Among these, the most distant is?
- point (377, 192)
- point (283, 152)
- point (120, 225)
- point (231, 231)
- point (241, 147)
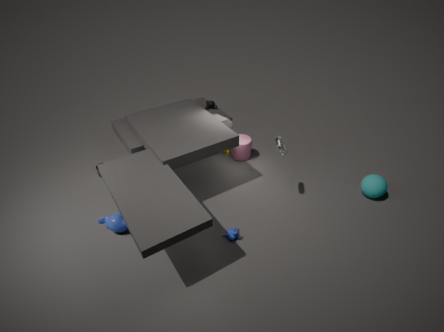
point (241, 147)
